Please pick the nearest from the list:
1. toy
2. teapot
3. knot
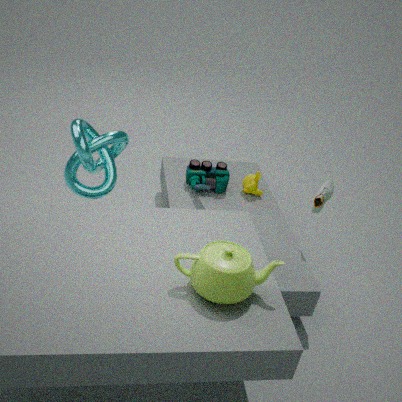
teapot
